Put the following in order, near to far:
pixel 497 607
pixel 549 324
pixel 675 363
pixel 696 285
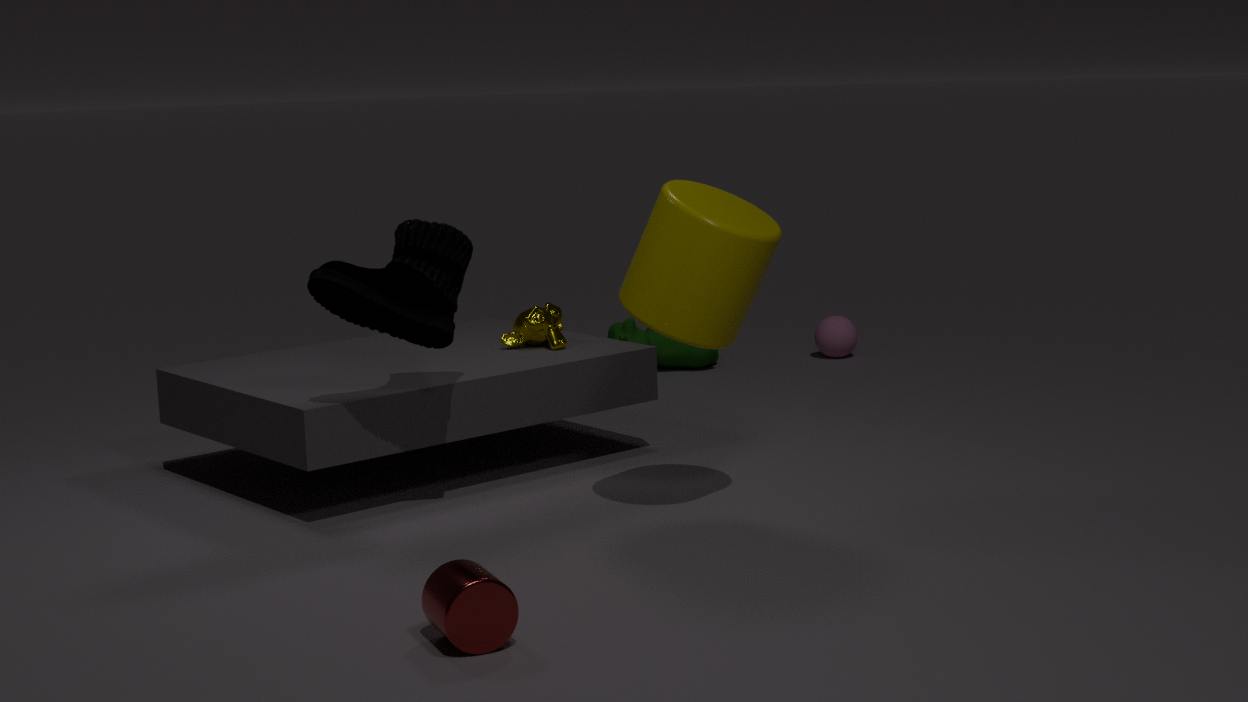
pixel 497 607, pixel 696 285, pixel 549 324, pixel 675 363
